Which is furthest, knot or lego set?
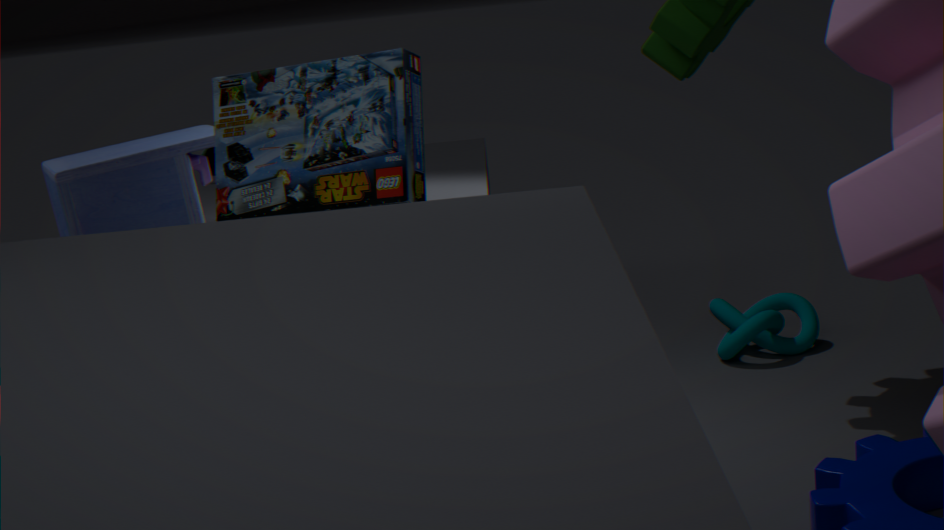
knot
